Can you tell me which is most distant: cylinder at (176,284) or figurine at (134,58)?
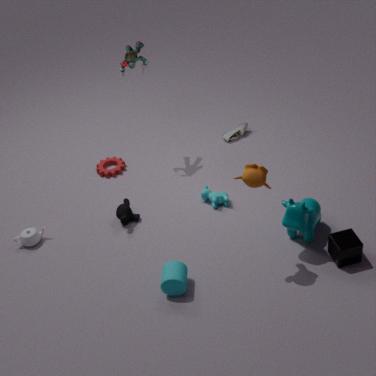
figurine at (134,58)
